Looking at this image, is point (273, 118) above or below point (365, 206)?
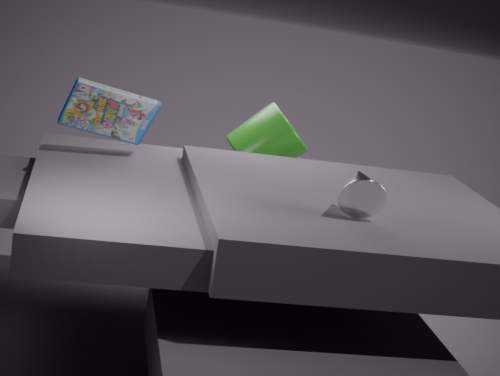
below
